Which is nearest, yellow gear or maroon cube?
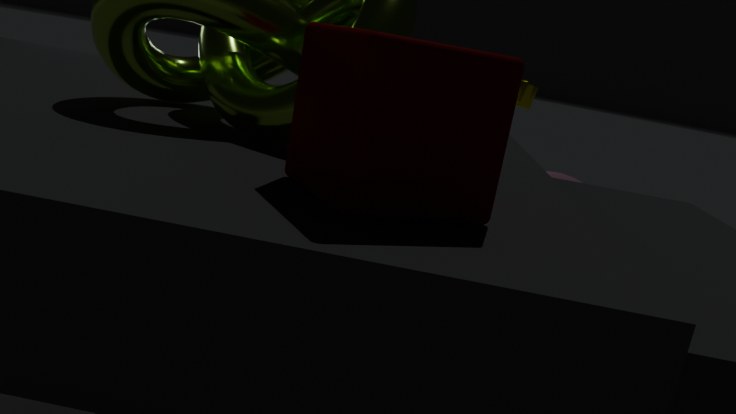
maroon cube
